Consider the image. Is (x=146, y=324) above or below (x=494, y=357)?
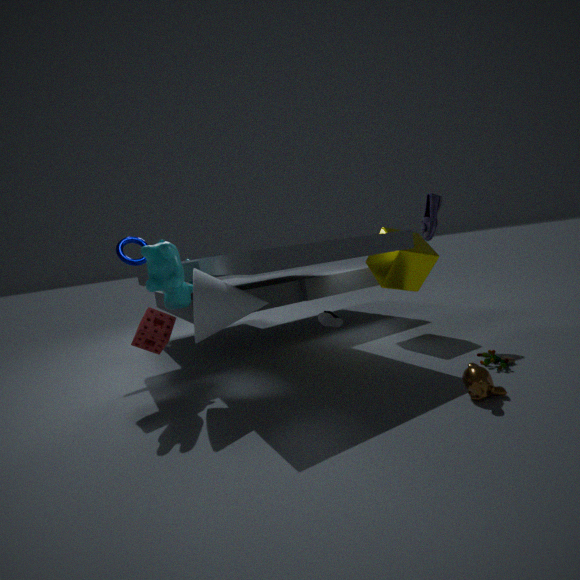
above
